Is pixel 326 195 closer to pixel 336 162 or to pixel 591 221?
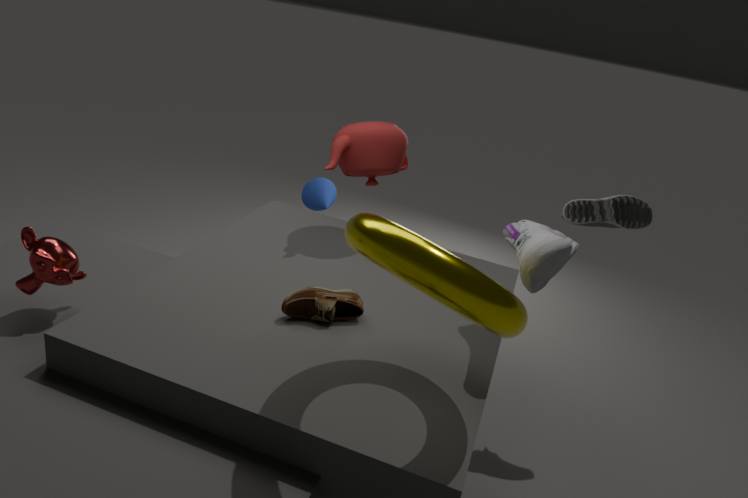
pixel 336 162
